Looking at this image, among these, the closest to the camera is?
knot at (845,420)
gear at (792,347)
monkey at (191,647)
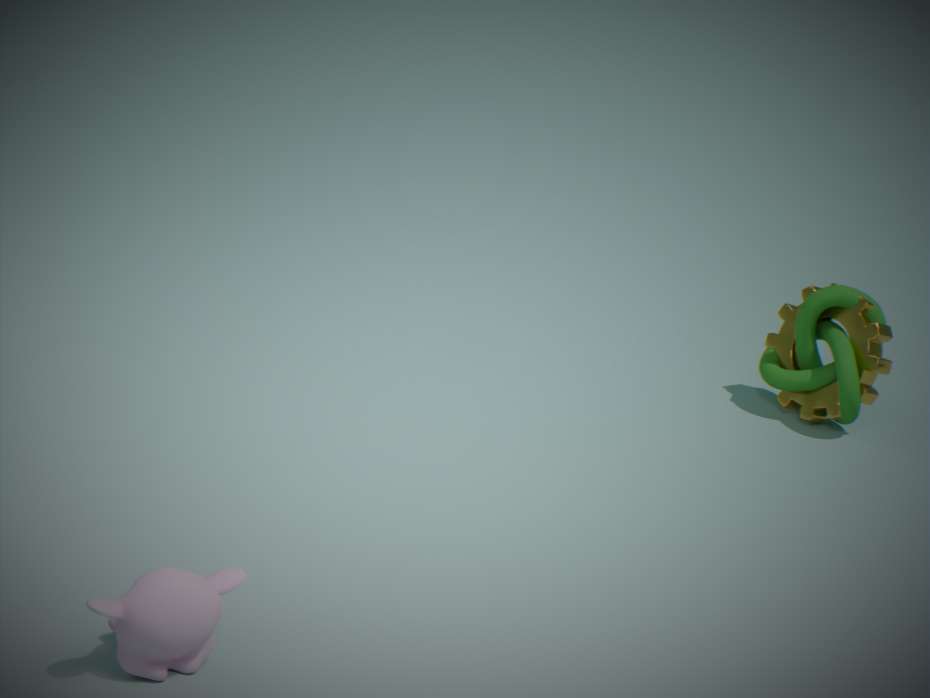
monkey at (191,647)
